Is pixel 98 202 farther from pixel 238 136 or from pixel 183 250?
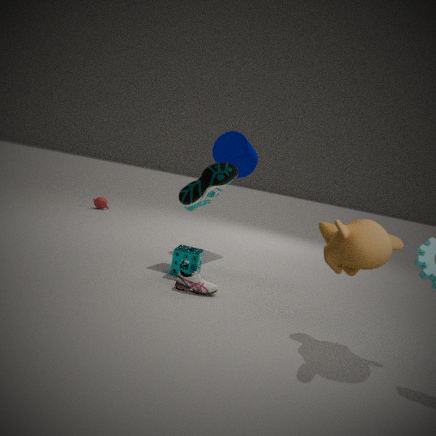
pixel 183 250
